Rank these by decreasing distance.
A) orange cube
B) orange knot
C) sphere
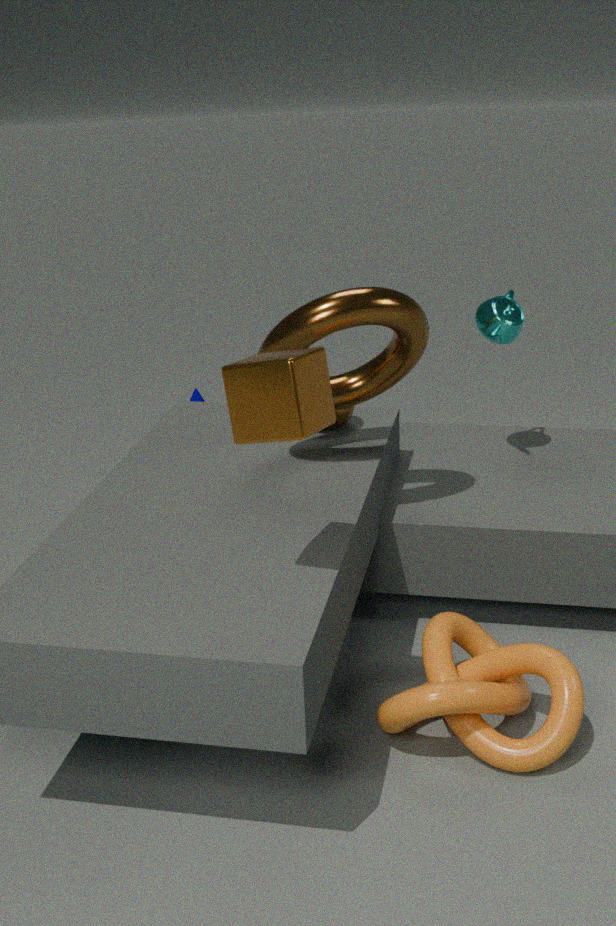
1. sphere
2. orange knot
3. orange cube
